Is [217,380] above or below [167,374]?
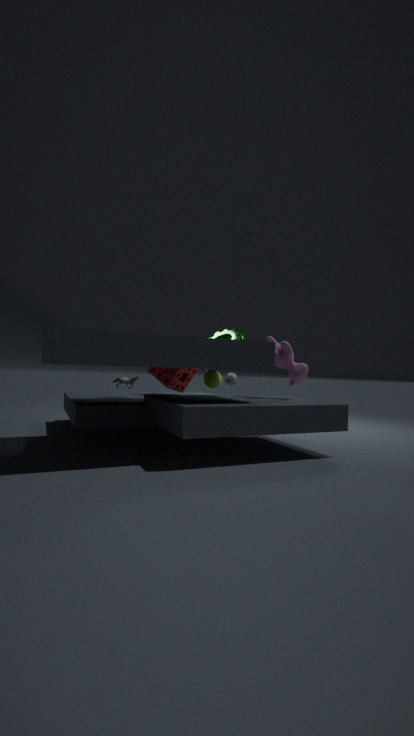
below
